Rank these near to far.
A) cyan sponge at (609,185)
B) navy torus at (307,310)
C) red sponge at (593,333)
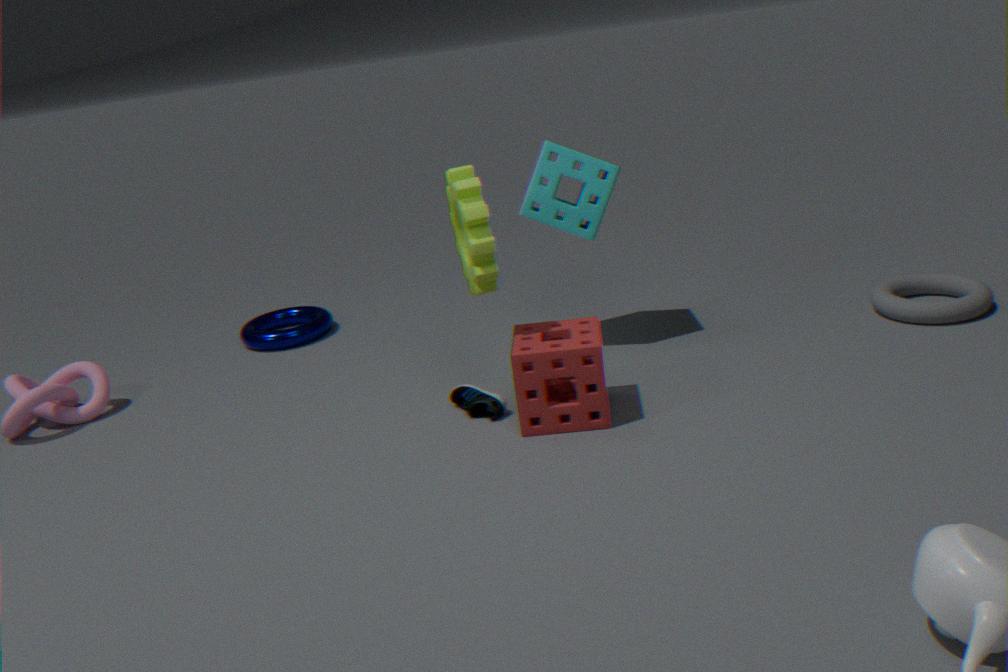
1. red sponge at (593,333)
2. cyan sponge at (609,185)
3. navy torus at (307,310)
